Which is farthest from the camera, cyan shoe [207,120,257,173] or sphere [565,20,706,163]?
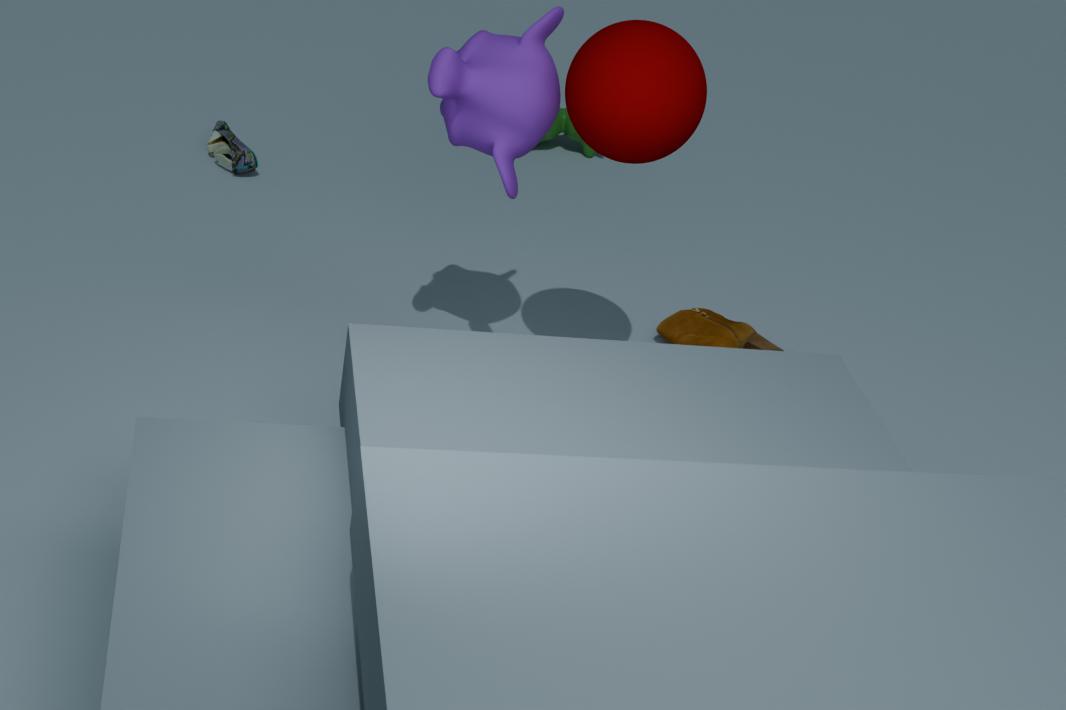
cyan shoe [207,120,257,173]
